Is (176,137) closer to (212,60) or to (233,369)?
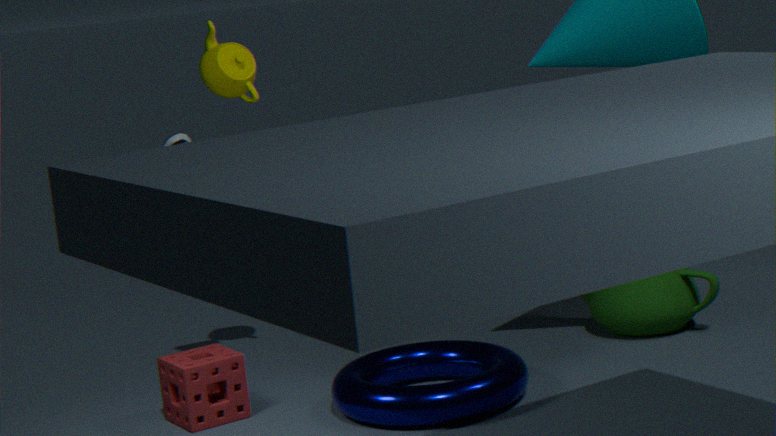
(212,60)
